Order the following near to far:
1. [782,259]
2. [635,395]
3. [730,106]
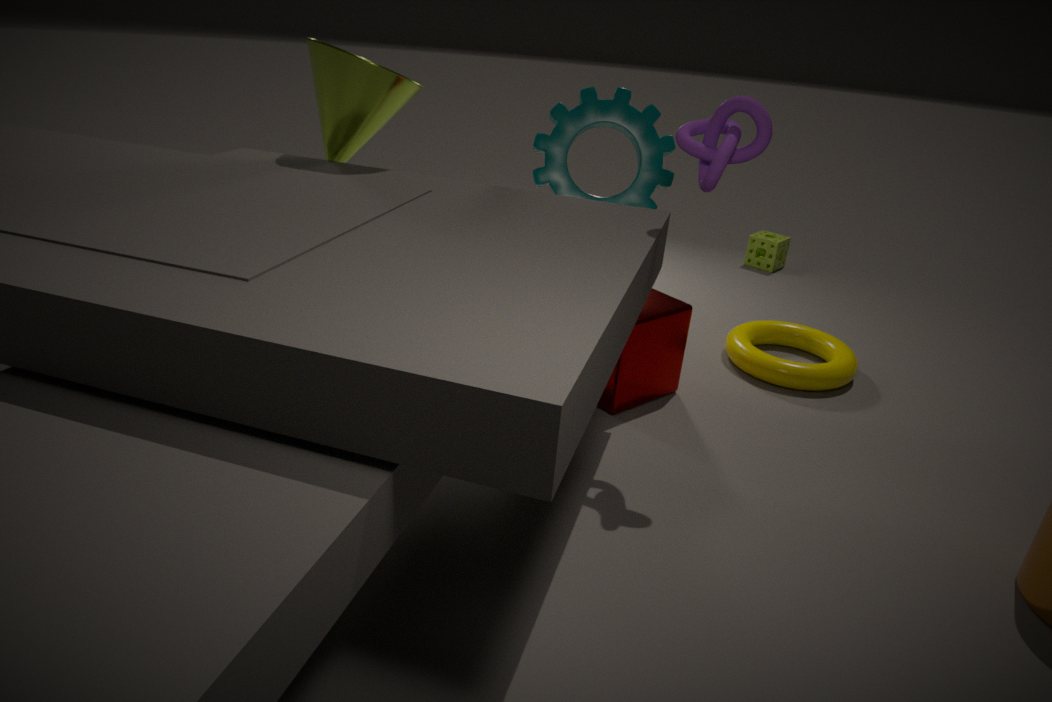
[730,106] < [635,395] < [782,259]
